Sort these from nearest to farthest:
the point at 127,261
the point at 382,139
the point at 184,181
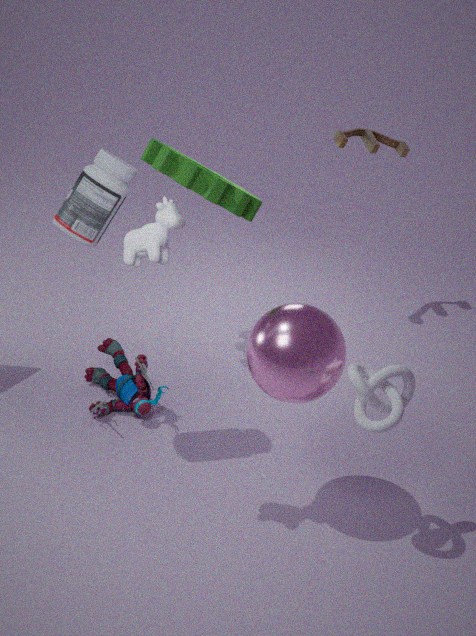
the point at 127,261, the point at 184,181, the point at 382,139
